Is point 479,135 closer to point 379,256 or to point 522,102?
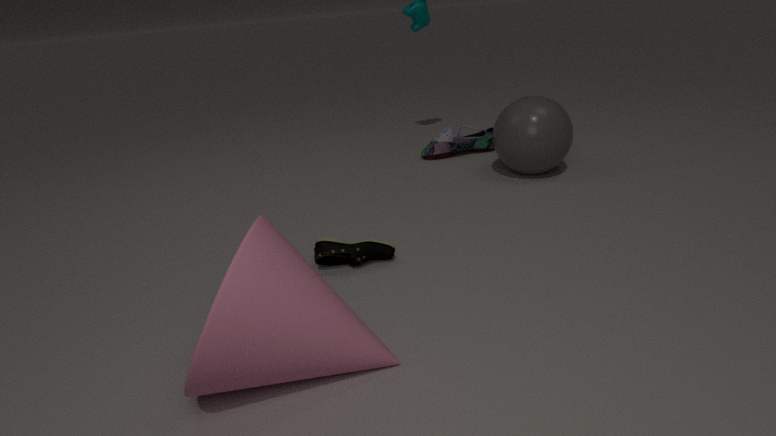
point 522,102
